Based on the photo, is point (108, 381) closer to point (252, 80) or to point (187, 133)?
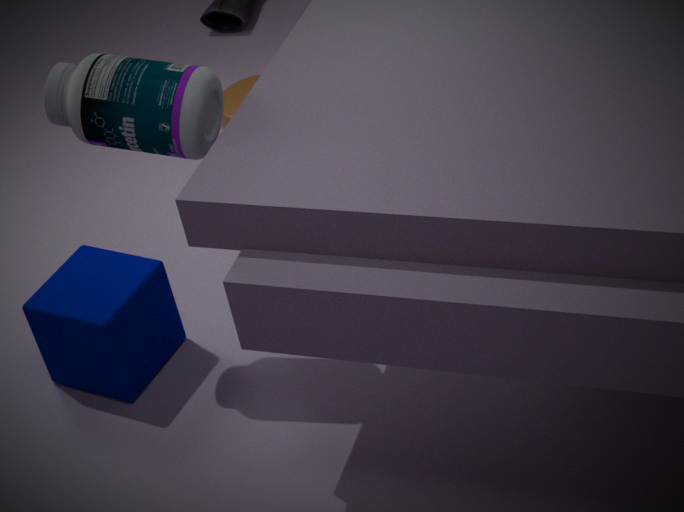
point (187, 133)
